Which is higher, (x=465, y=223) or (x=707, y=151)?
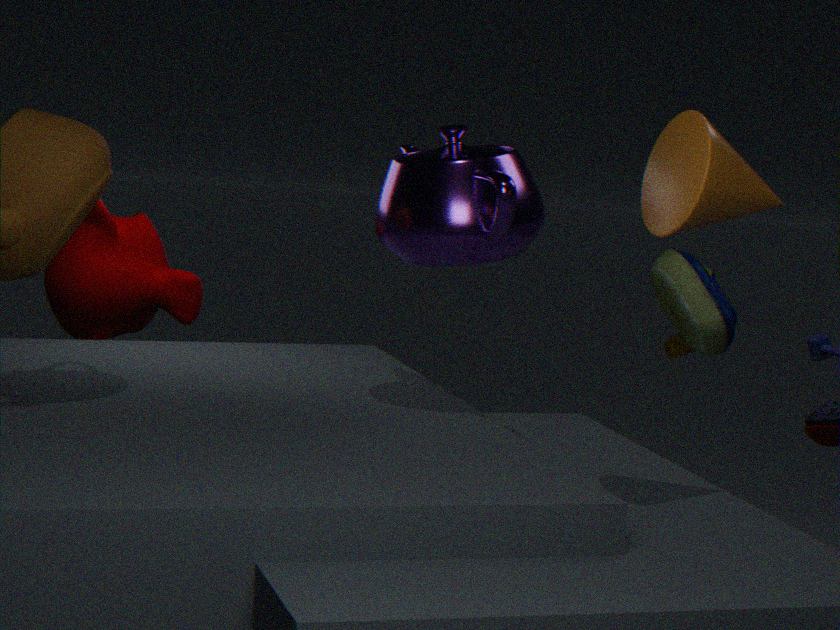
(x=707, y=151)
